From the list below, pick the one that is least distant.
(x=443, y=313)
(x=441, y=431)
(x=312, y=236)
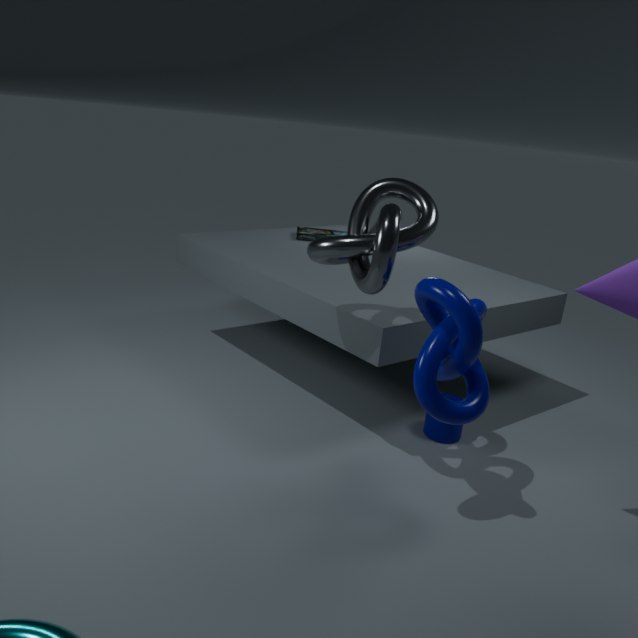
(x=443, y=313)
